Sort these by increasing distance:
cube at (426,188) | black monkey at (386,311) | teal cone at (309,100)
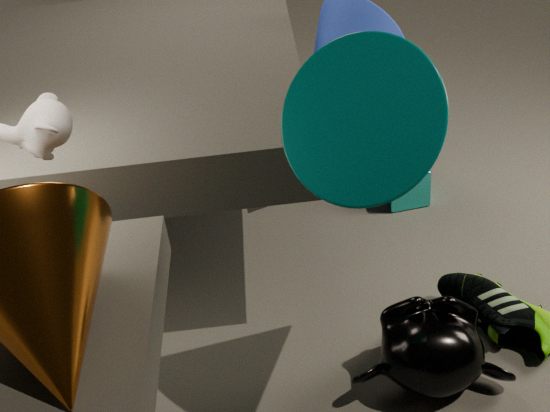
teal cone at (309,100)
black monkey at (386,311)
cube at (426,188)
